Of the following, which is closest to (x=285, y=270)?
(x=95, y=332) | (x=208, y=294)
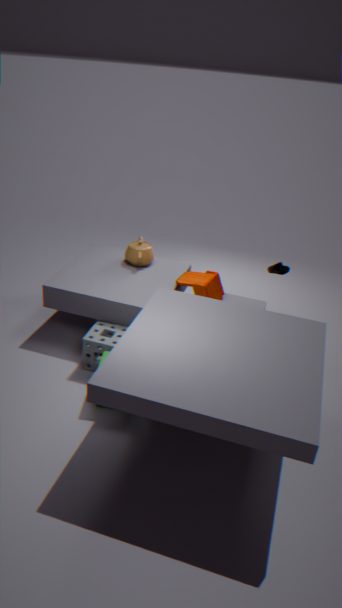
(x=208, y=294)
